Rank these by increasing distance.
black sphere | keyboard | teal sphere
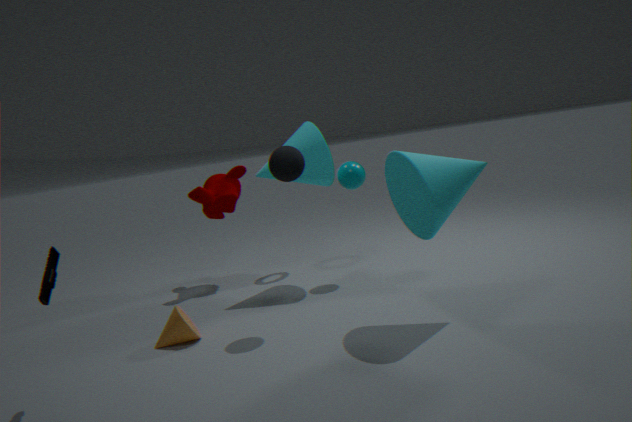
keyboard
black sphere
teal sphere
